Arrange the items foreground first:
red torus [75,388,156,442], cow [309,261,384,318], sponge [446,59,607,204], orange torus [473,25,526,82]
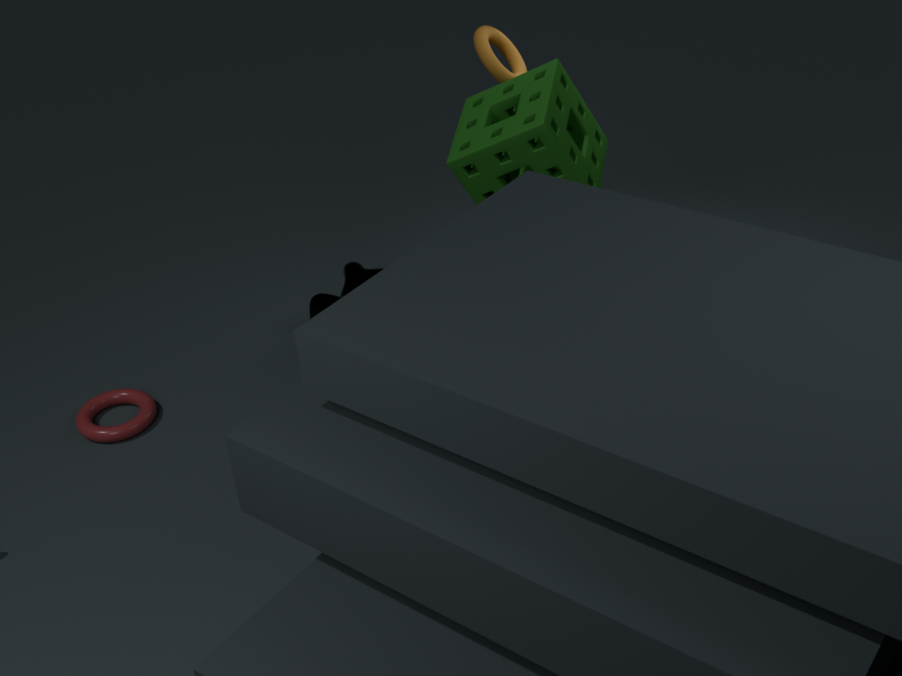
1. sponge [446,59,607,204]
2. red torus [75,388,156,442]
3. orange torus [473,25,526,82]
4. cow [309,261,384,318]
